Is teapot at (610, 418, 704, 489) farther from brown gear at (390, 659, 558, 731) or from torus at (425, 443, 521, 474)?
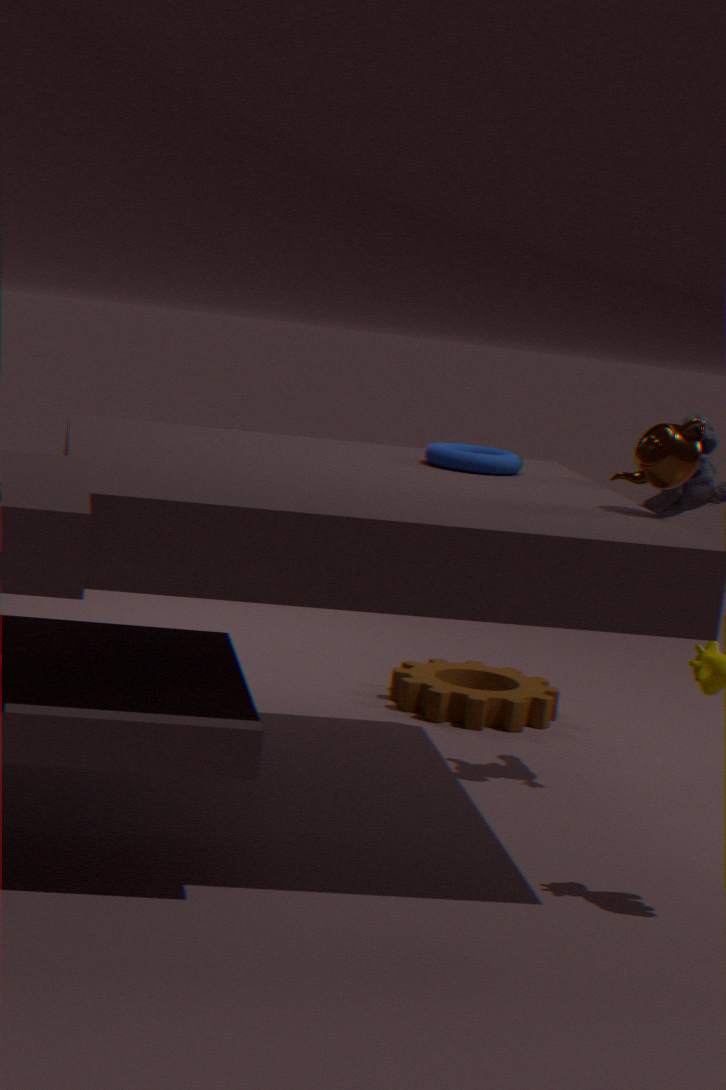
brown gear at (390, 659, 558, 731)
